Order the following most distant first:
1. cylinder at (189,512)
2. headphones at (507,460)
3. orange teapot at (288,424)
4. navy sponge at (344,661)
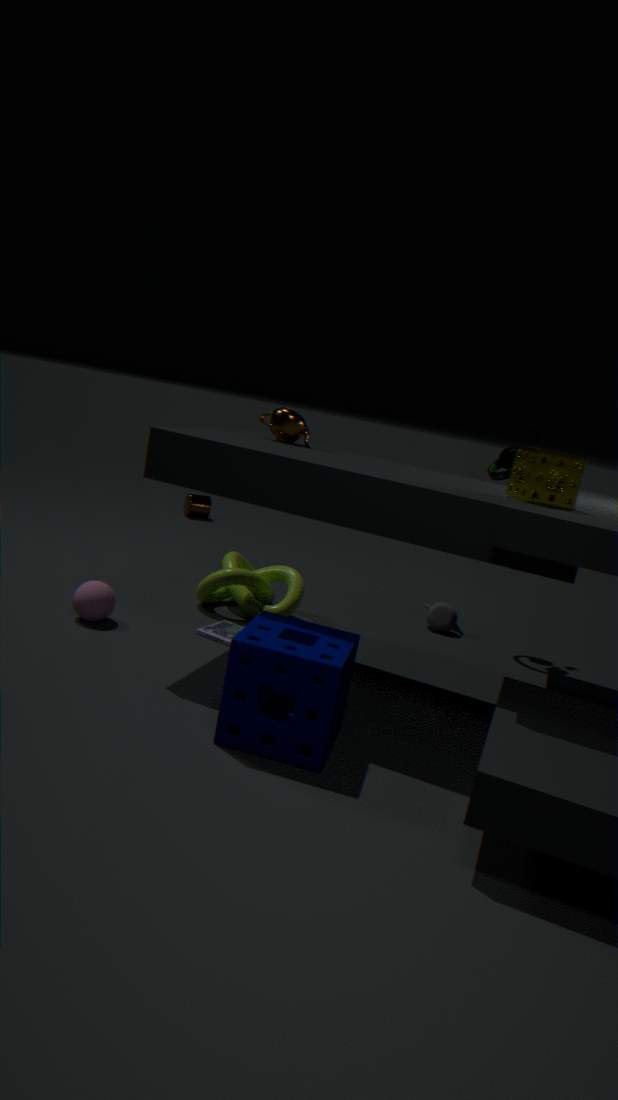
cylinder at (189,512) → headphones at (507,460) → orange teapot at (288,424) → navy sponge at (344,661)
